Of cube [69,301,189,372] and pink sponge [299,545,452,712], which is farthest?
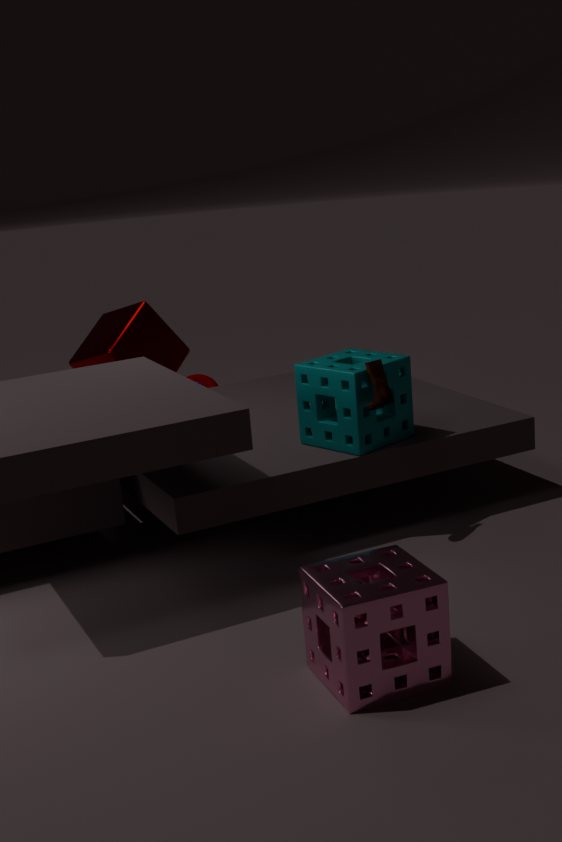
cube [69,301,189,372]
